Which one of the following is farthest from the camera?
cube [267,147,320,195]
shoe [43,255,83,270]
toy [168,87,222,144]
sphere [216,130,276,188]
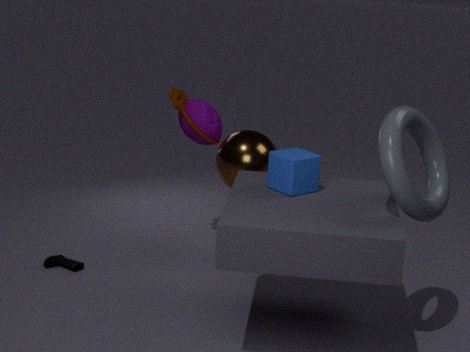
toy [168,87,222,144]
